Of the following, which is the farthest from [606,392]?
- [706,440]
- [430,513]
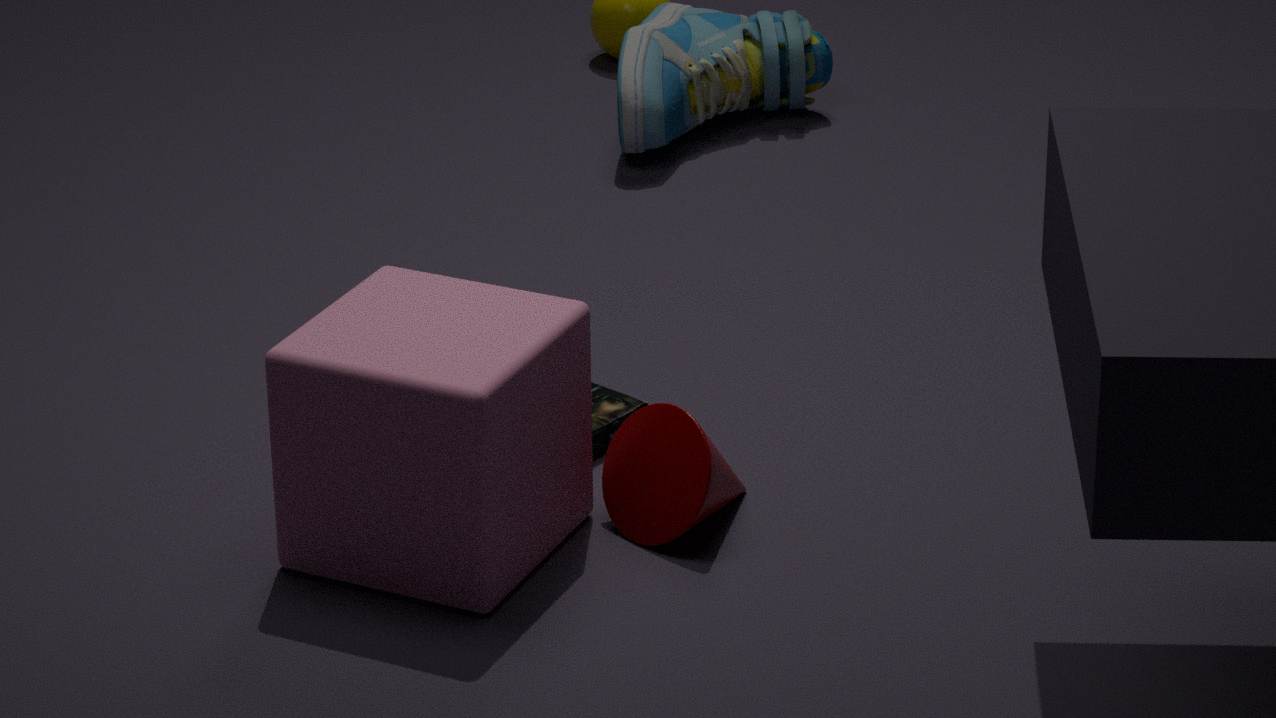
[706,440]
